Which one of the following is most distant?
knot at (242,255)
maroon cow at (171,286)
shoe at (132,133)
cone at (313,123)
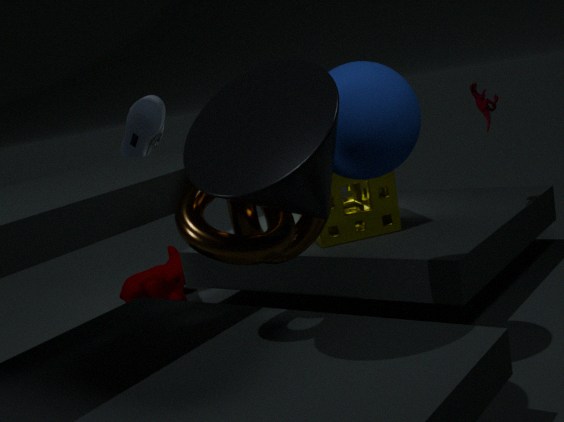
maroon cow at (171,286)
